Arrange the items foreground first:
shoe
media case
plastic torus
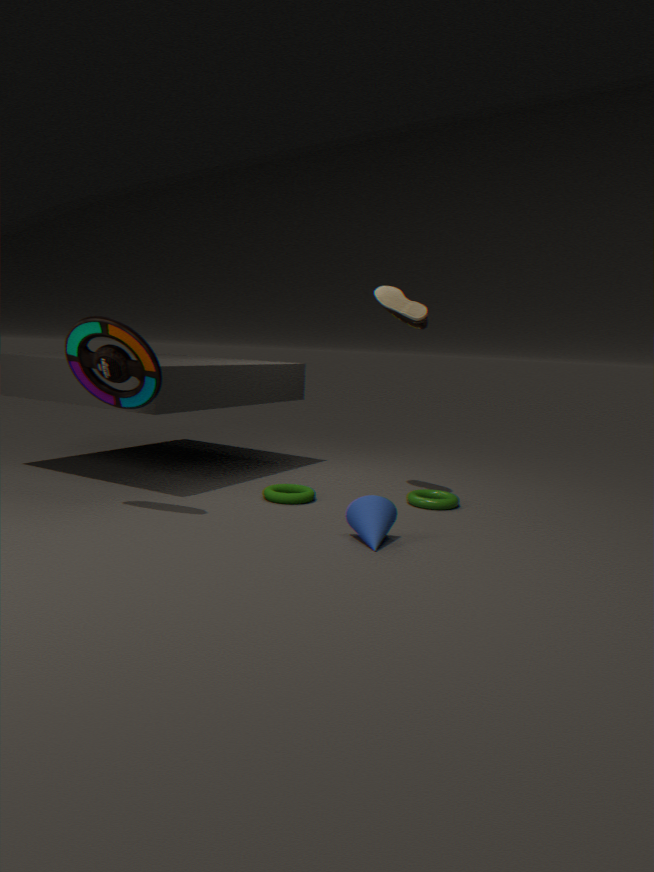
media case
plastic torus
shoe
